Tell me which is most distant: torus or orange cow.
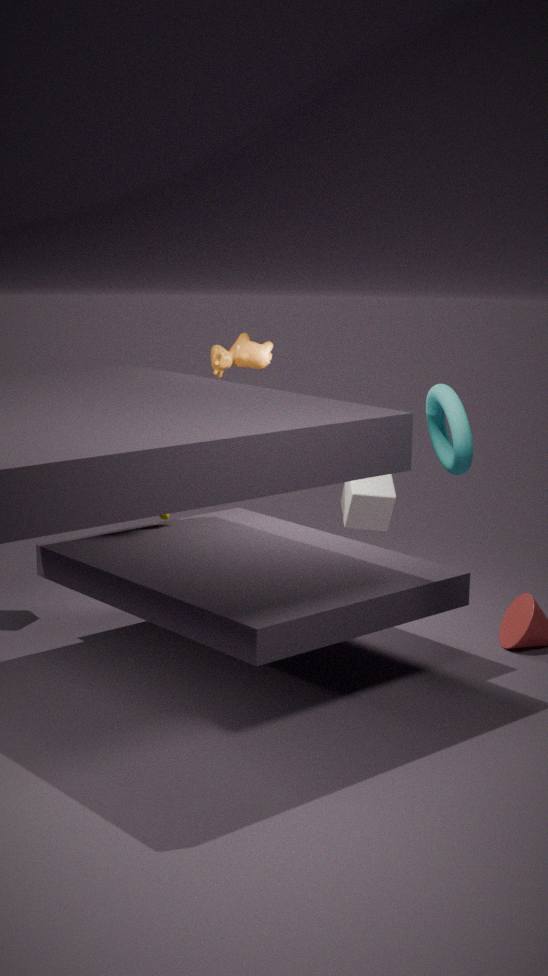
orange cow
